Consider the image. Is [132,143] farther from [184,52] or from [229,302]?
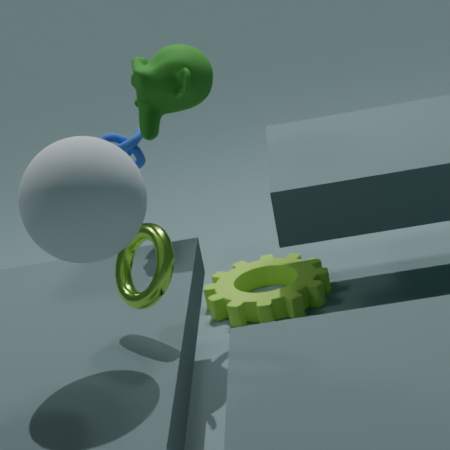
[229,302]
